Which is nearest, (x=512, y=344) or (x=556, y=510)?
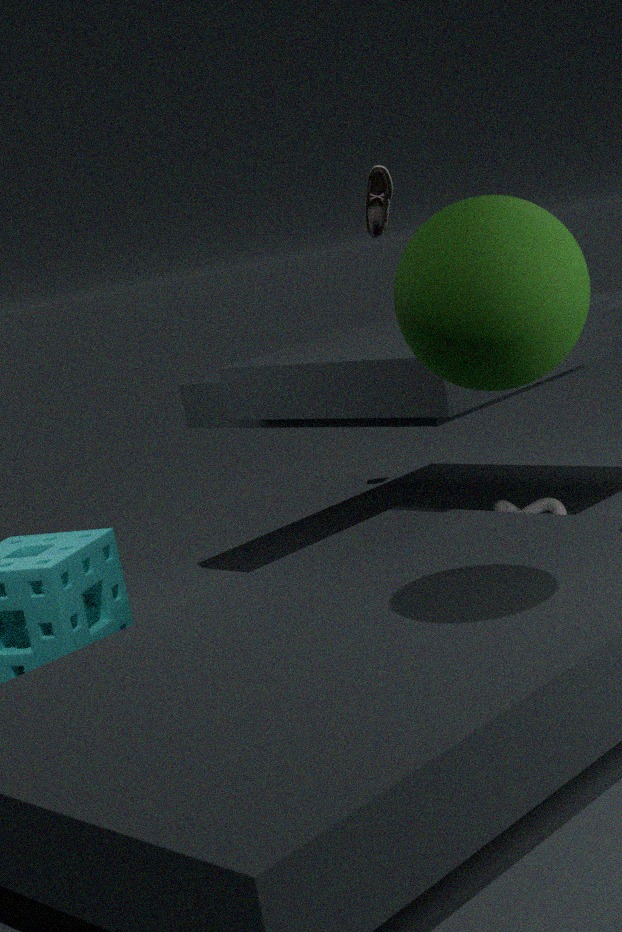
(x=512, y=344)
